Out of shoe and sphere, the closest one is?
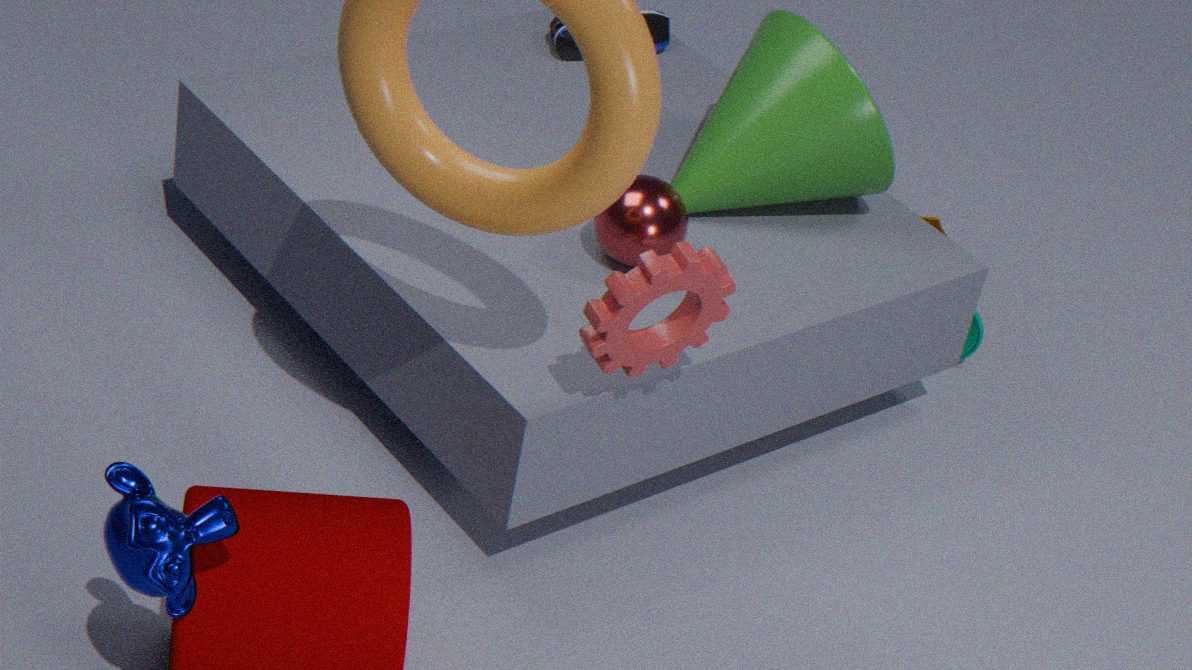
sphere
